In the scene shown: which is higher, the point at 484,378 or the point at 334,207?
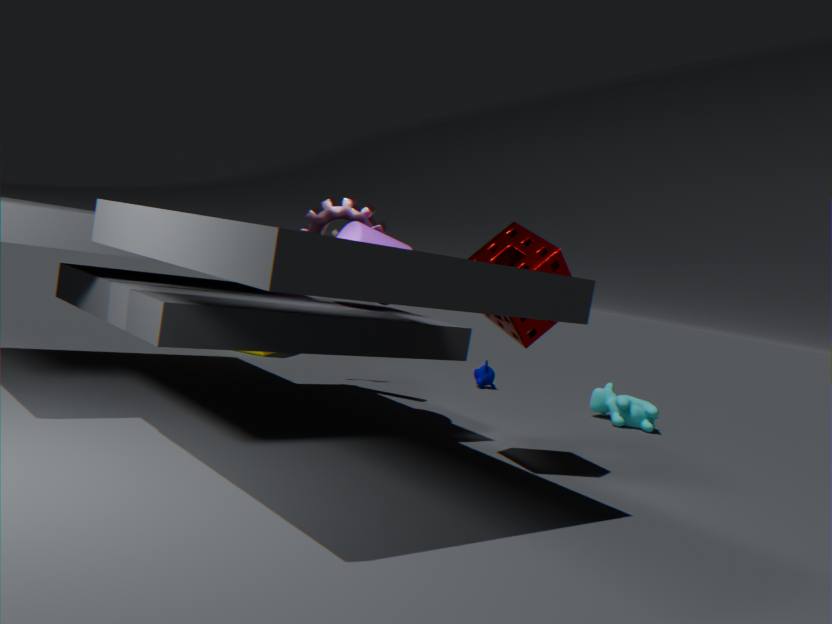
the point at 334,207
